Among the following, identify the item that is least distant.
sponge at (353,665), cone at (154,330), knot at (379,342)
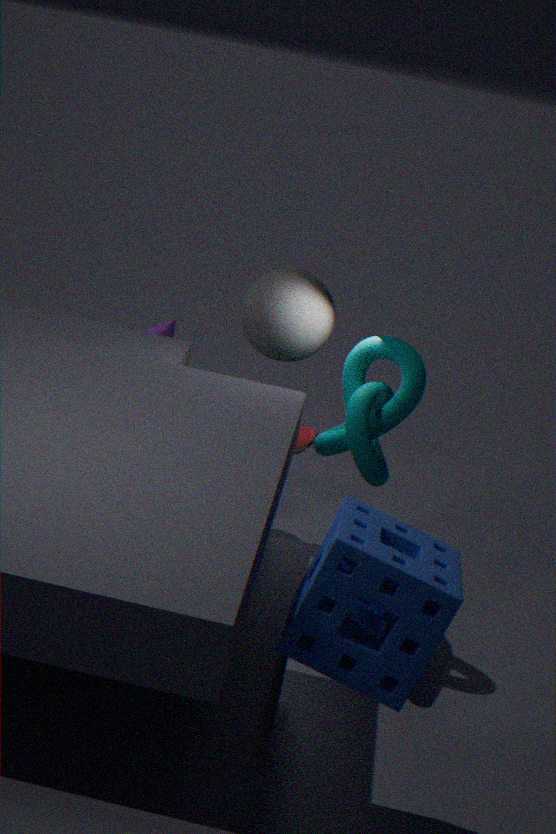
sponge at (353,665)
